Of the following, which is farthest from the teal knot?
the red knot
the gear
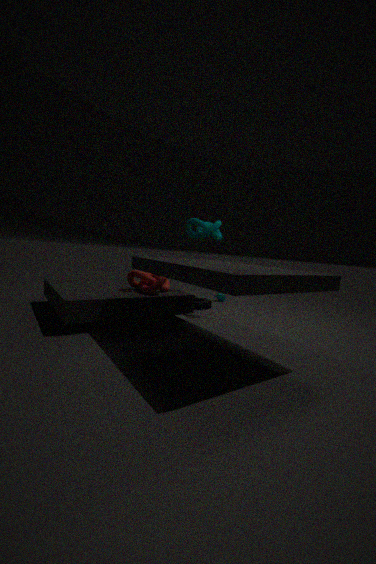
the gear
